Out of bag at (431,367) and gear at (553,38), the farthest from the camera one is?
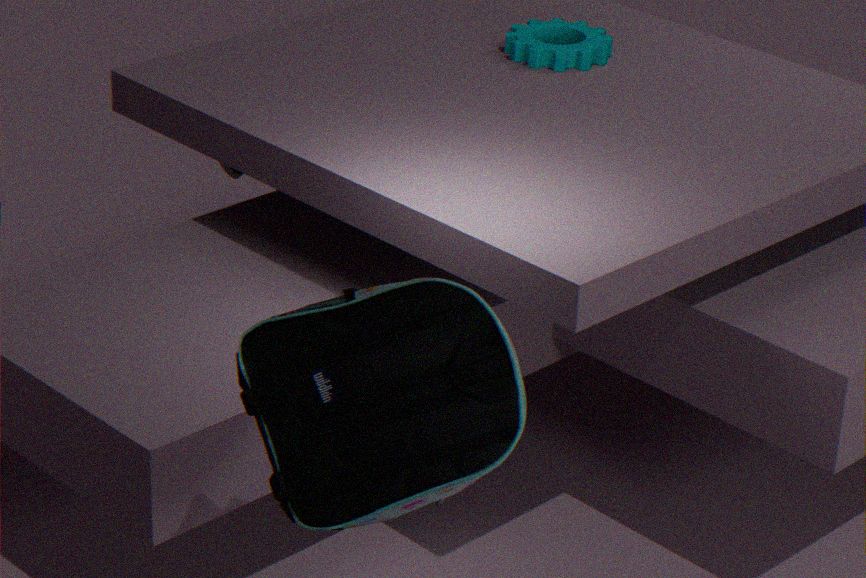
gear at (553,38)
